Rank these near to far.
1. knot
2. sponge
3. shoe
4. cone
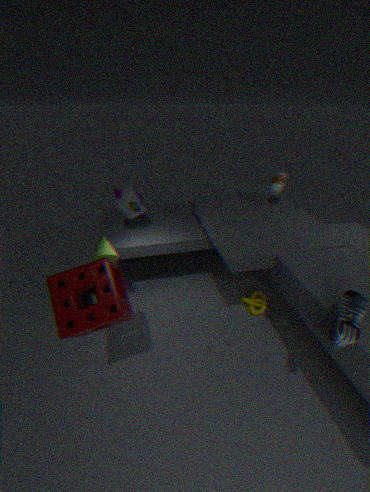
shoe < sponge < cone < knot
